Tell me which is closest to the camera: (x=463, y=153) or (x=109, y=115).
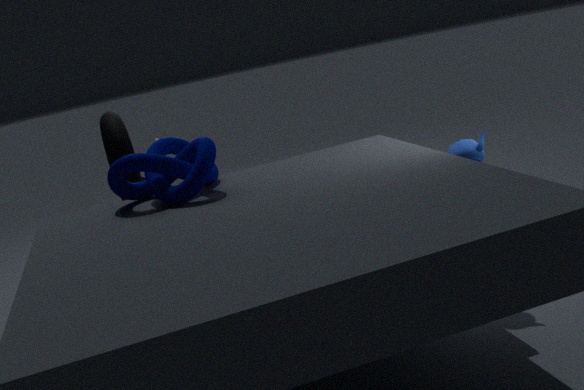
(x=463, y=153)
